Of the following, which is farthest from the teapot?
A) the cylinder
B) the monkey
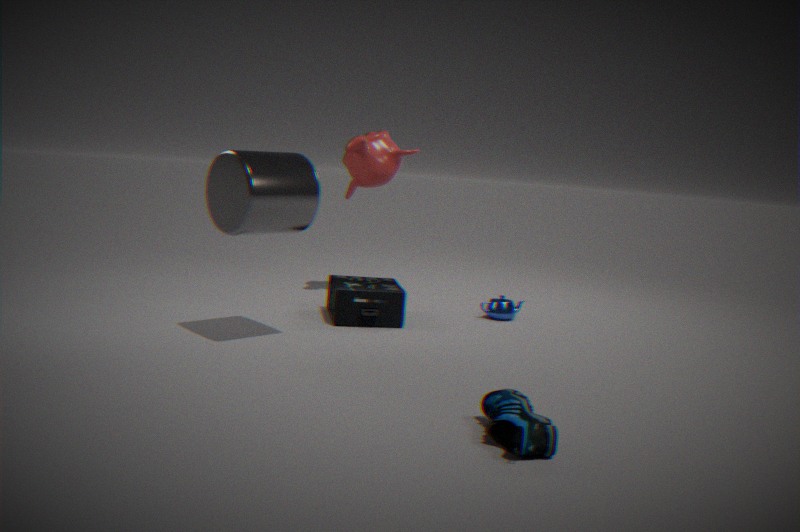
the cylinder
